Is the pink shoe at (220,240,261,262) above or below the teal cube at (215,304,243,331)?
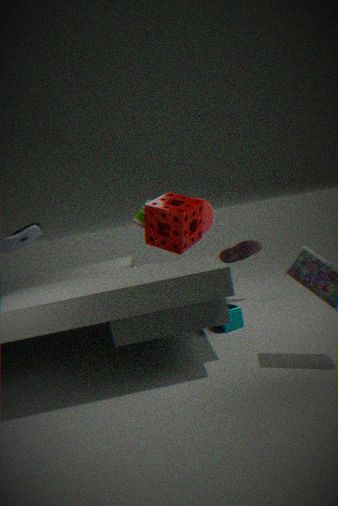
above
